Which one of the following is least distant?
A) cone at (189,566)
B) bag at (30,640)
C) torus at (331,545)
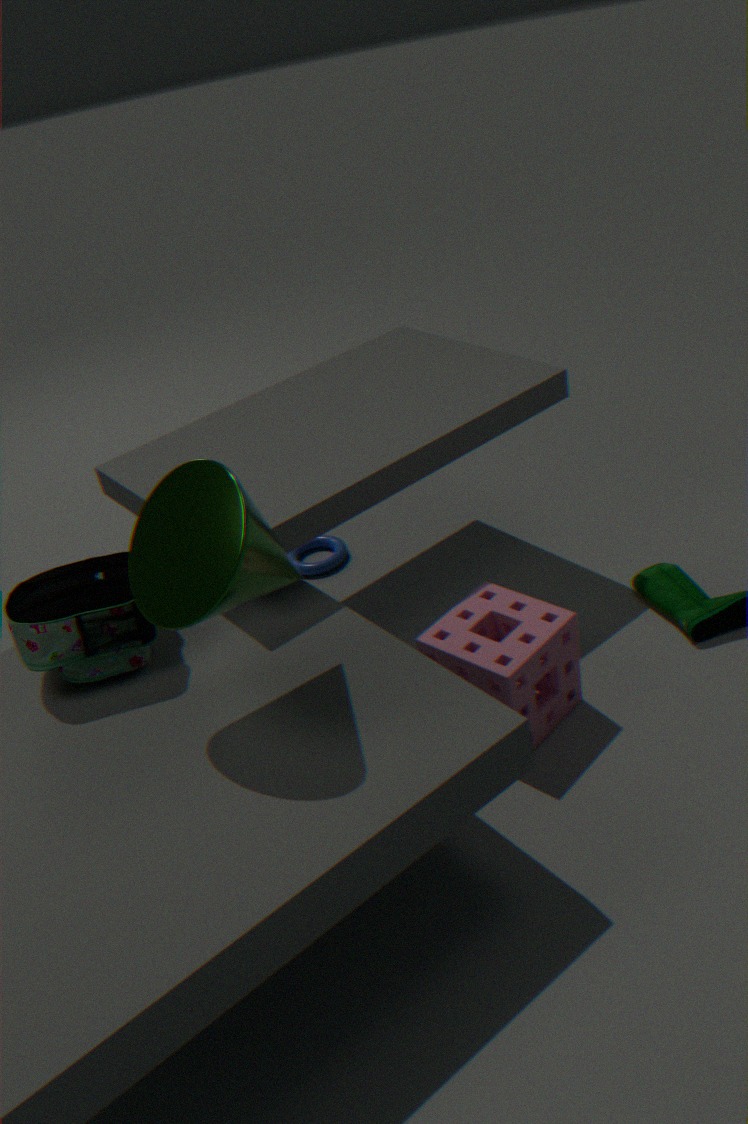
cone at (189,566)
